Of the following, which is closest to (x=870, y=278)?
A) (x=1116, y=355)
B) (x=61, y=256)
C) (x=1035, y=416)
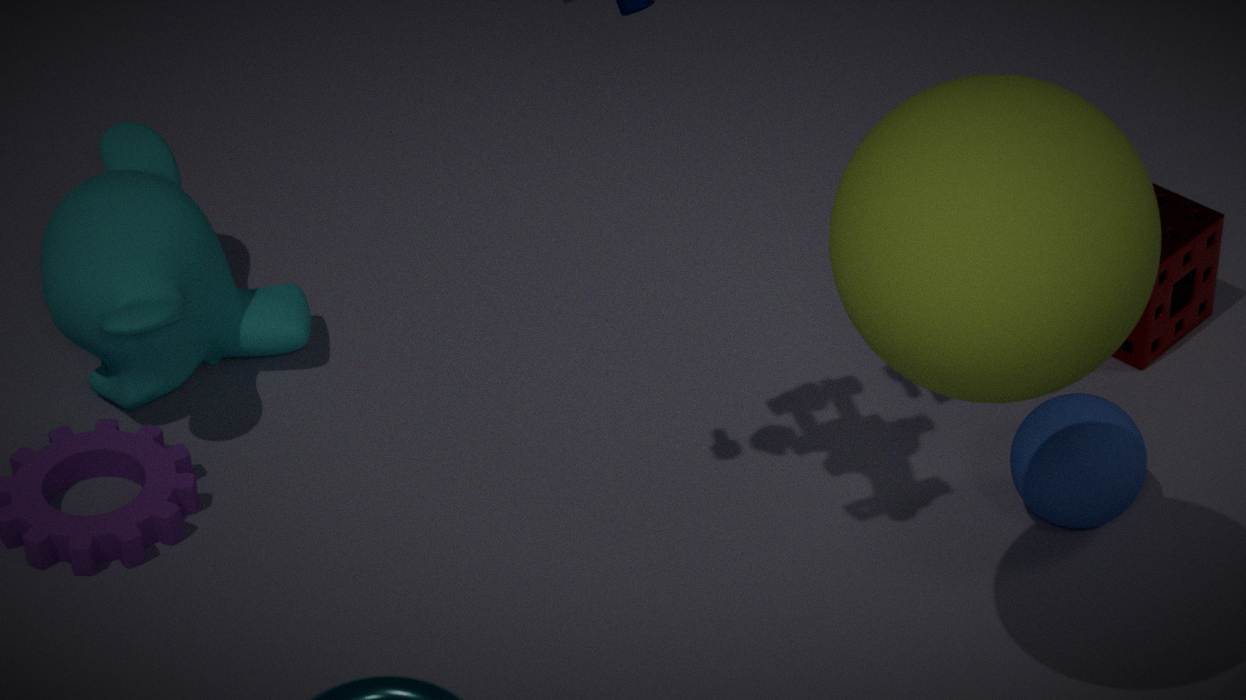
(x=1035, y=416)
